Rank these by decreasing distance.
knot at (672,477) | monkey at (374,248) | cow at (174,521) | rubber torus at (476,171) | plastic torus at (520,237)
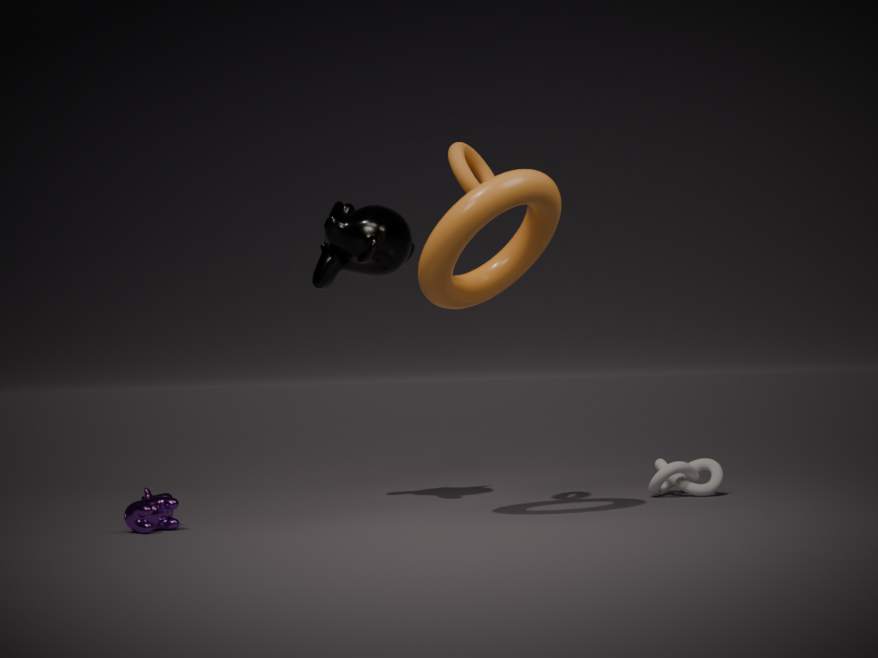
knot at (672,477) → monkey at (374,248) → rubber torus at (476,171) → cow at (174,521) → plastic torus at (520,237)
